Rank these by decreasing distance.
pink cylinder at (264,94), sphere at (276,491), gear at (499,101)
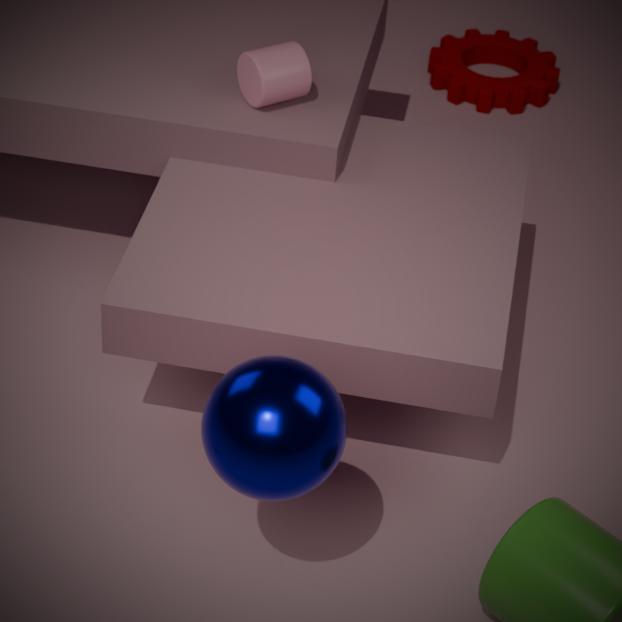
gear at (499,101) → pink cylinder at (264,94) → sphere at (276,491)
